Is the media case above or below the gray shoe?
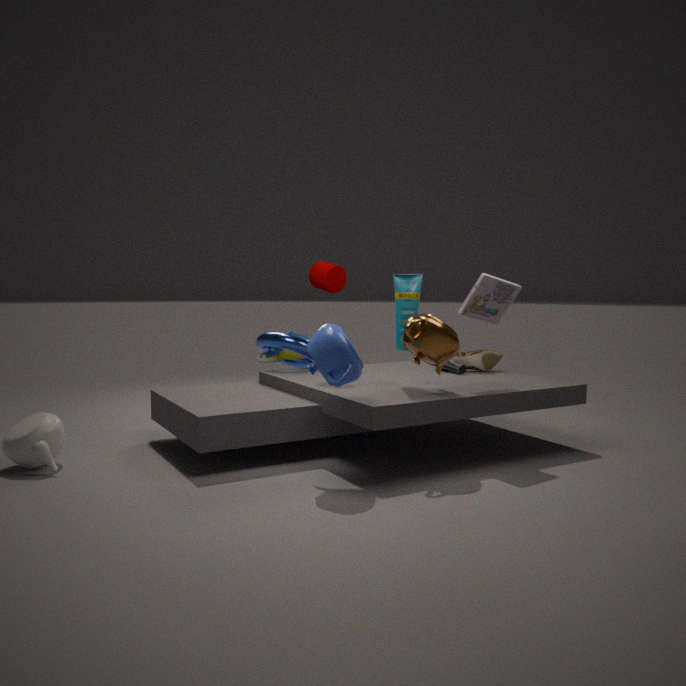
above
